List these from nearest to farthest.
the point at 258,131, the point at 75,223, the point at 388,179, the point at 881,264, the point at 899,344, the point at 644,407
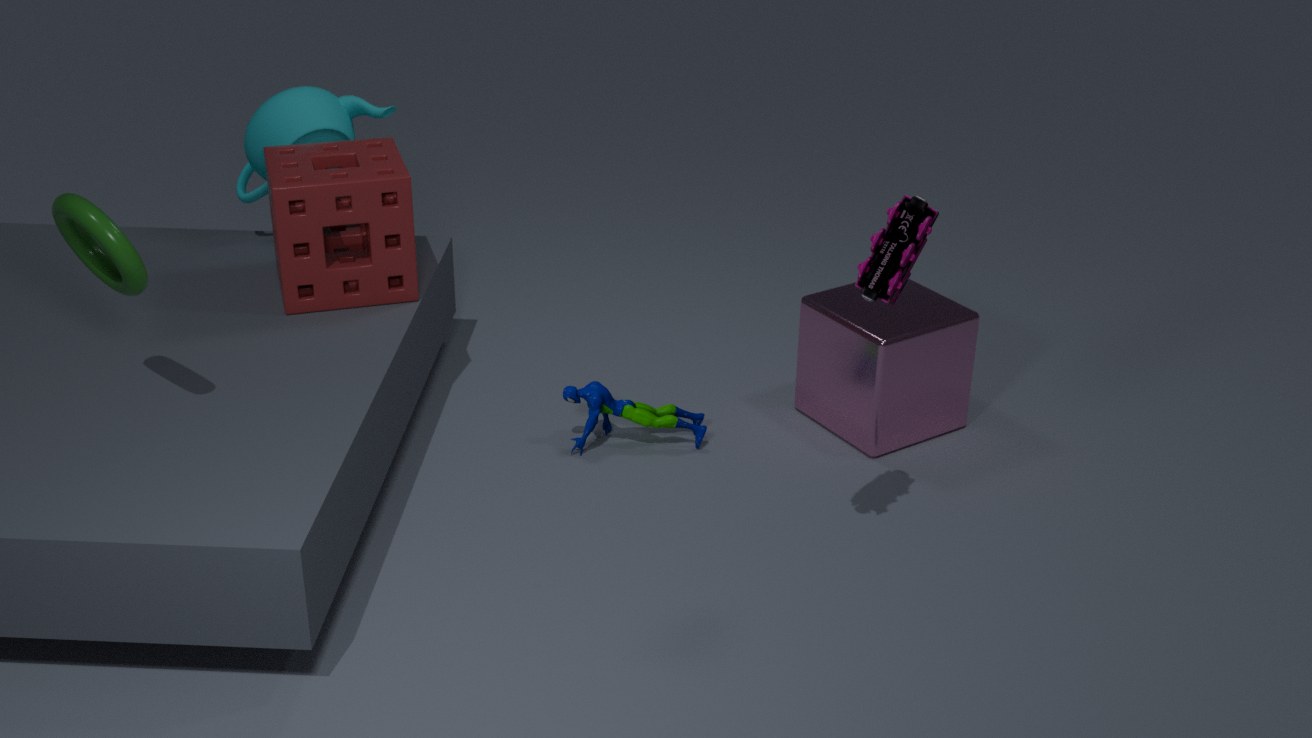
the point at 881,264, the point at 75,223, the point at 388,179, the point at 899,344, the point at 644,407, the point at 258,131
